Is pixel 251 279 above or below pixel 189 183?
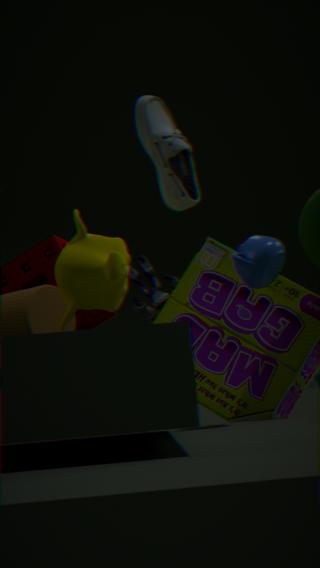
below
